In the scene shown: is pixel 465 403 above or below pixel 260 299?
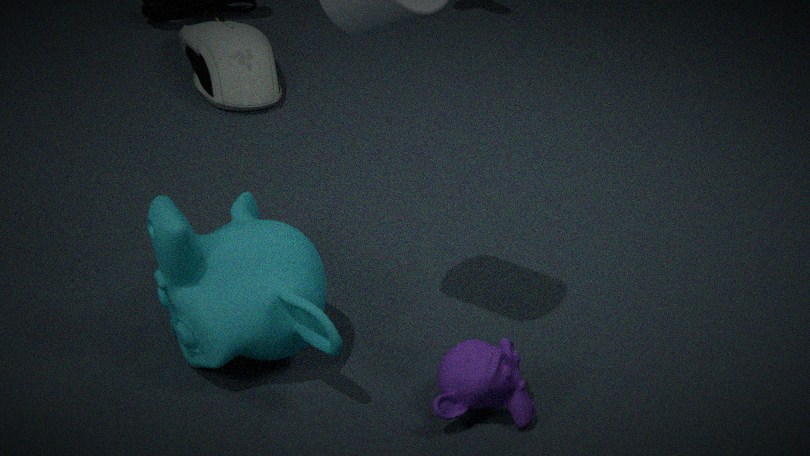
below
